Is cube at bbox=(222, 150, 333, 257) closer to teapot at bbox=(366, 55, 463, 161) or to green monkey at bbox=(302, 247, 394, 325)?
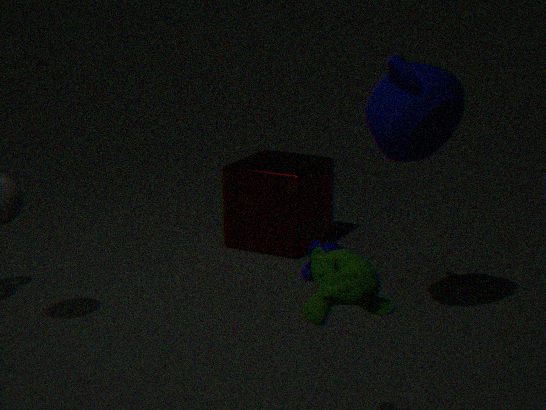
teapot at bbox=(366, 55, 463, 161)
